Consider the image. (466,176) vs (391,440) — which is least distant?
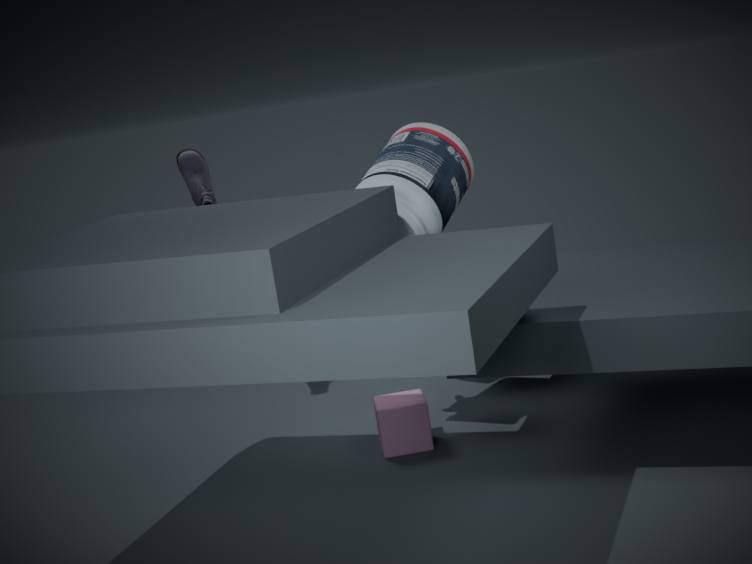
(466,176)
